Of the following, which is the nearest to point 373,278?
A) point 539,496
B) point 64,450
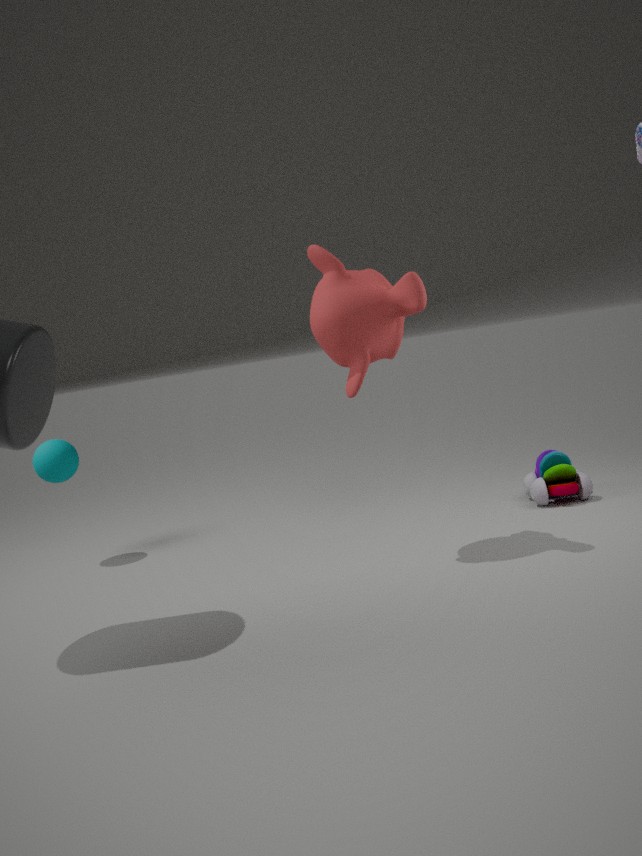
point 539,496
